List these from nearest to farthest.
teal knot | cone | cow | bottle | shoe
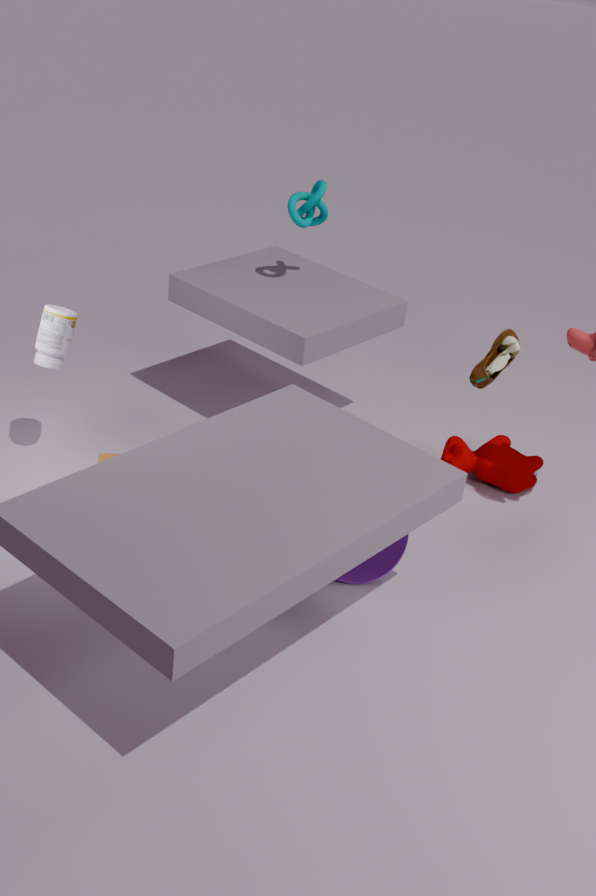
cone → shoe → bottle → cow → teal knot
